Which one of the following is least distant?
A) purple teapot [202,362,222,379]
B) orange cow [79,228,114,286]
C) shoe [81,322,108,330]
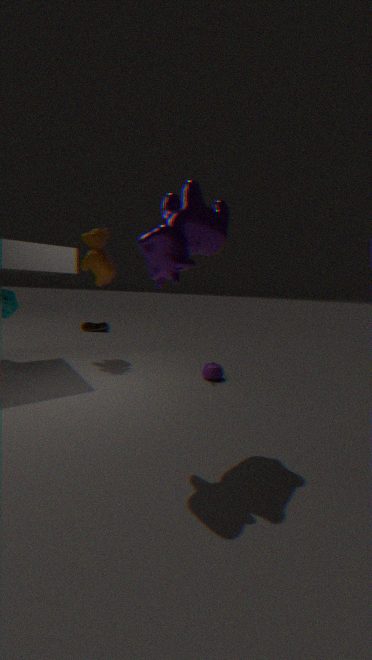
purple teapot [202,362,222,379]
